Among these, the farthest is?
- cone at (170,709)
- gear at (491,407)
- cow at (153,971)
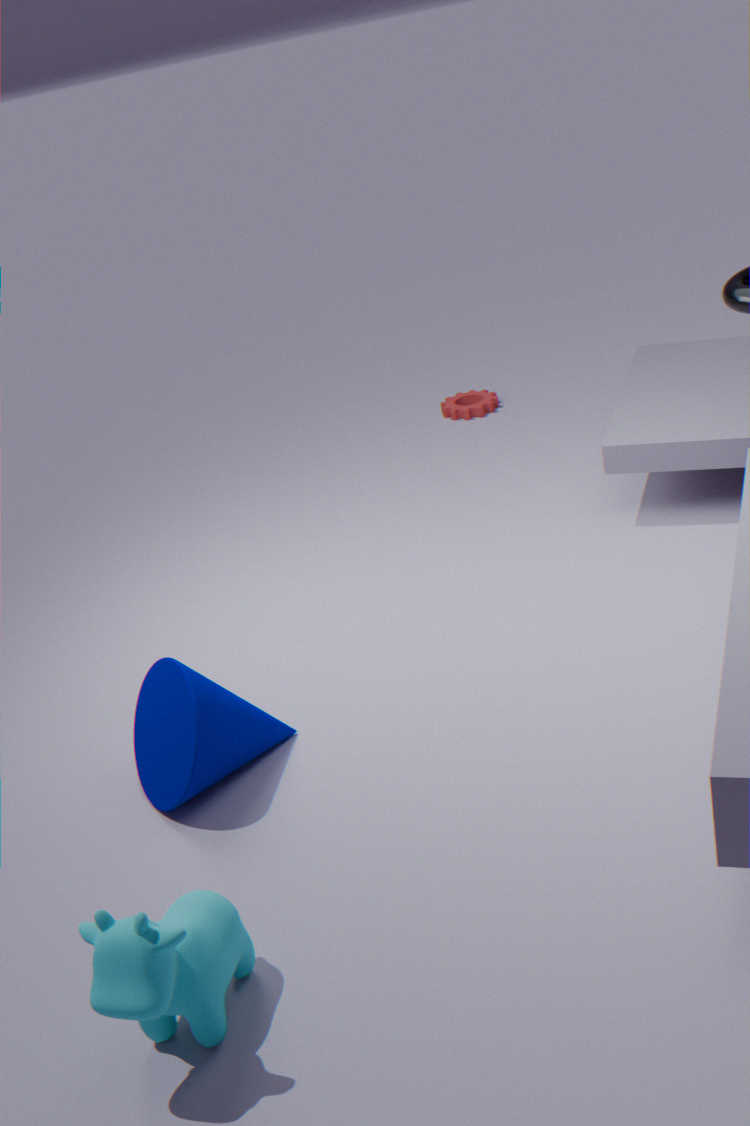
gear at (491,407)
